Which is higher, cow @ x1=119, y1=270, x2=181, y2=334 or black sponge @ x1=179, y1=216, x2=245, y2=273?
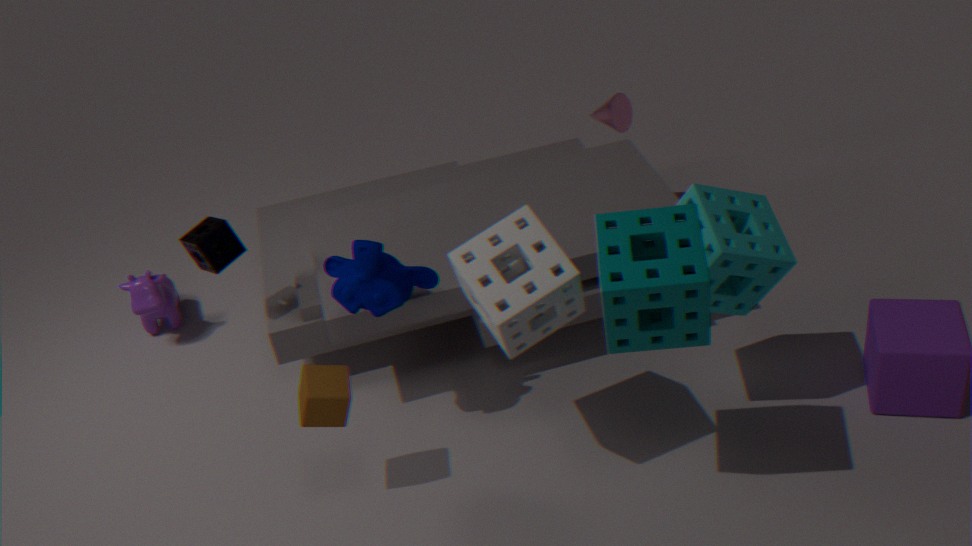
black sponge @ x1=179, y1=216, x2=245, y2=273
